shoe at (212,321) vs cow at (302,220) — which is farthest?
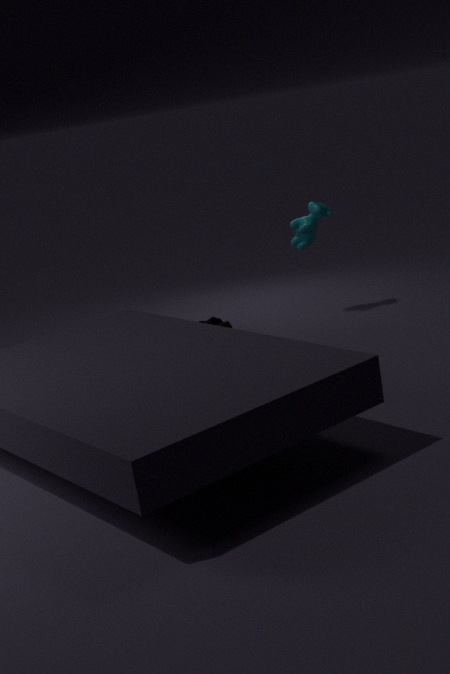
shoe at (212,321)
